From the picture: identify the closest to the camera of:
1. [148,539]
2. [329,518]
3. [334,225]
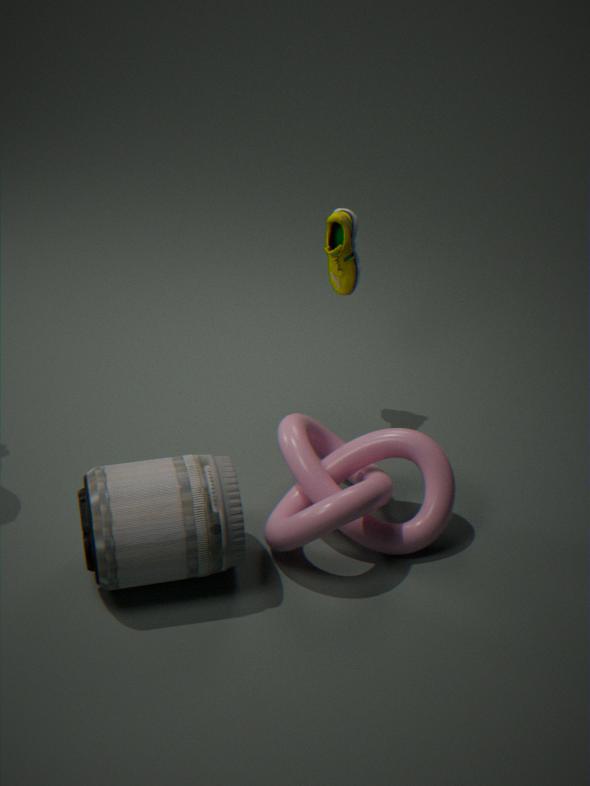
[148,539]
